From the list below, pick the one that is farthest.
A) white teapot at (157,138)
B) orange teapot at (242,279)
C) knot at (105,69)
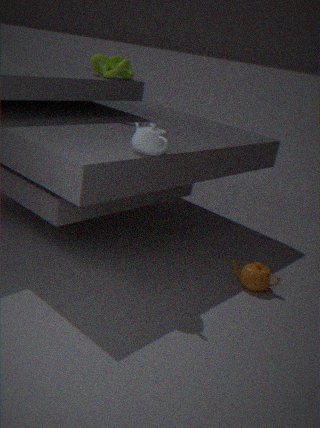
knot at (105,69)
